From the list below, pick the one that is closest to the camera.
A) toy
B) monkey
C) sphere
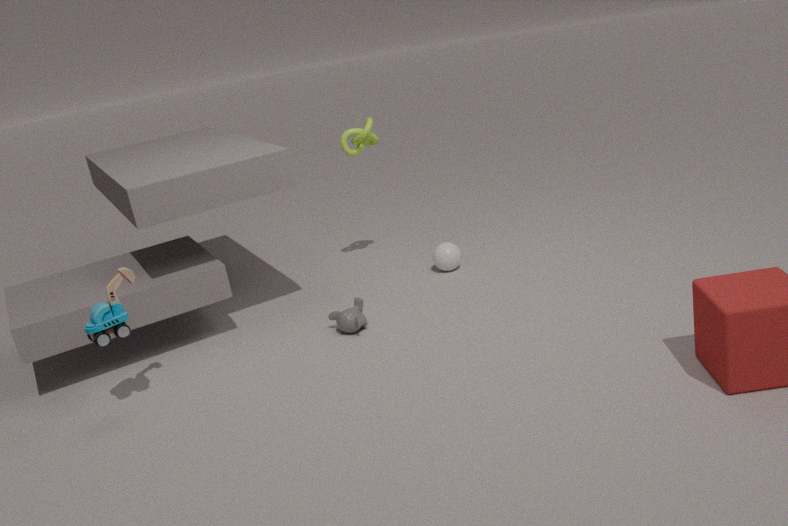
toy
